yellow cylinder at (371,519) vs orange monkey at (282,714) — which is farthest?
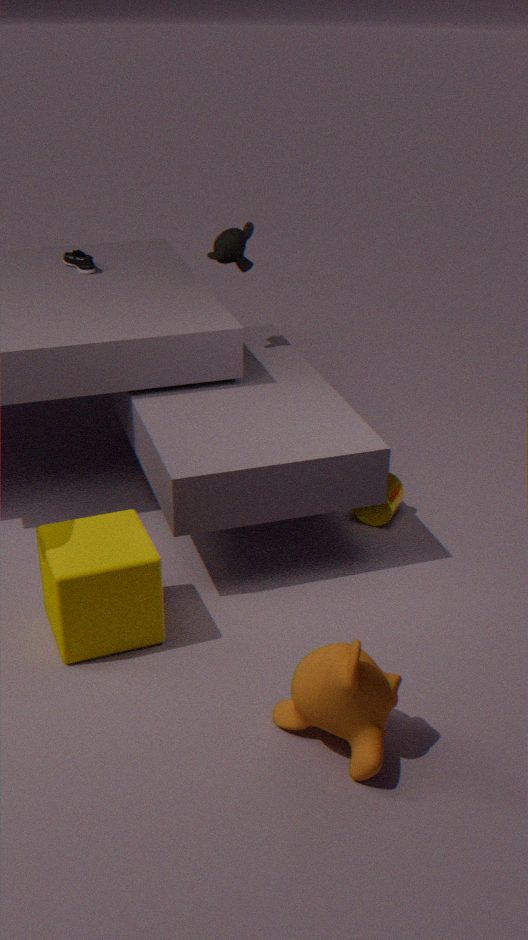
yellow cylinder at (371,519)
